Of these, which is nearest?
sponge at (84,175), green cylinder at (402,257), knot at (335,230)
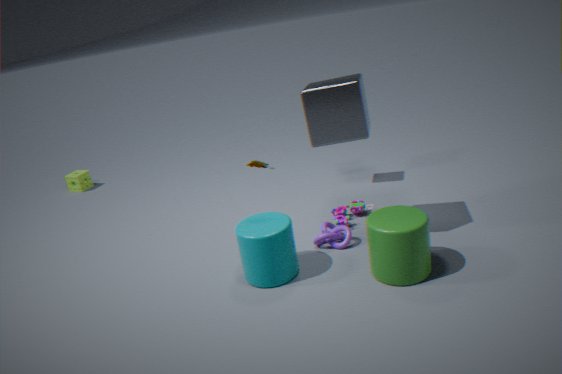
green cylinder at (402,257)
